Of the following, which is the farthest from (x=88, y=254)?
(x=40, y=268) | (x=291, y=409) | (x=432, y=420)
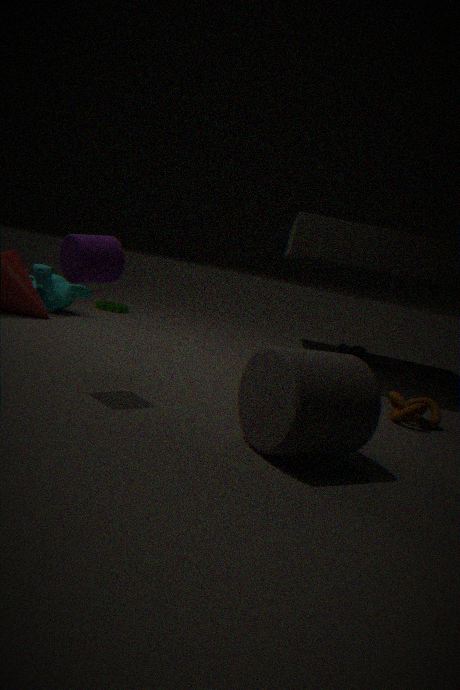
(x=40, y=268)
